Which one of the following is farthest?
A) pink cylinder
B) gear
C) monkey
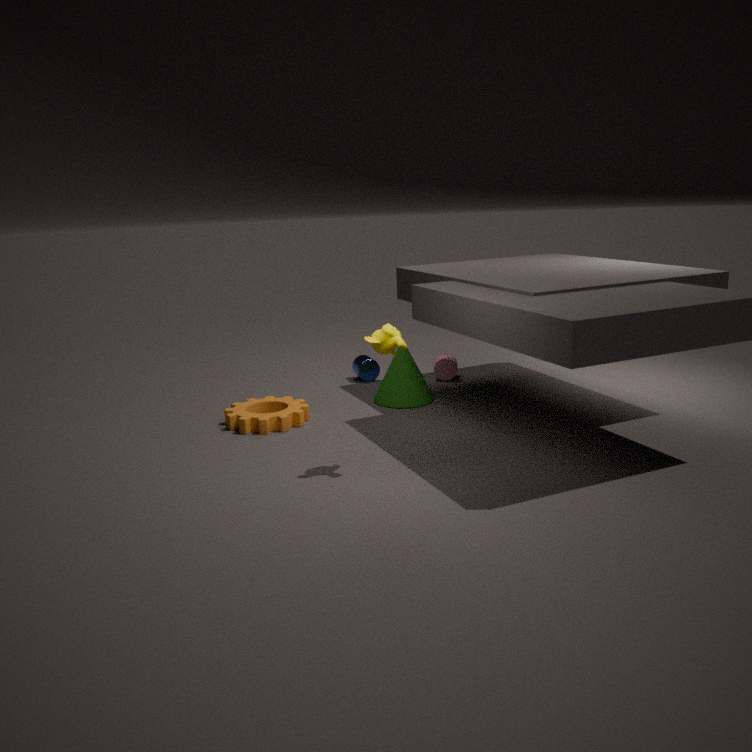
pink cylinder
